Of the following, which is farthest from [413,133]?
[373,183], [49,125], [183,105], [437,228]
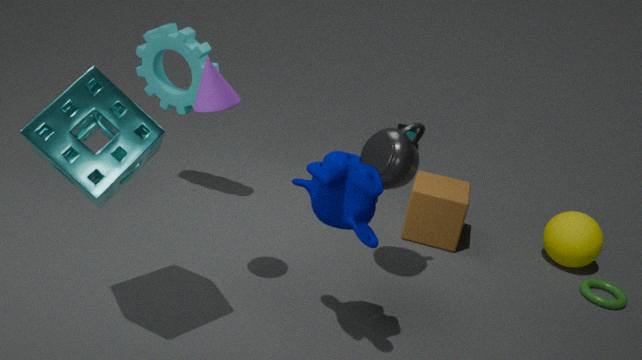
[49,125]
